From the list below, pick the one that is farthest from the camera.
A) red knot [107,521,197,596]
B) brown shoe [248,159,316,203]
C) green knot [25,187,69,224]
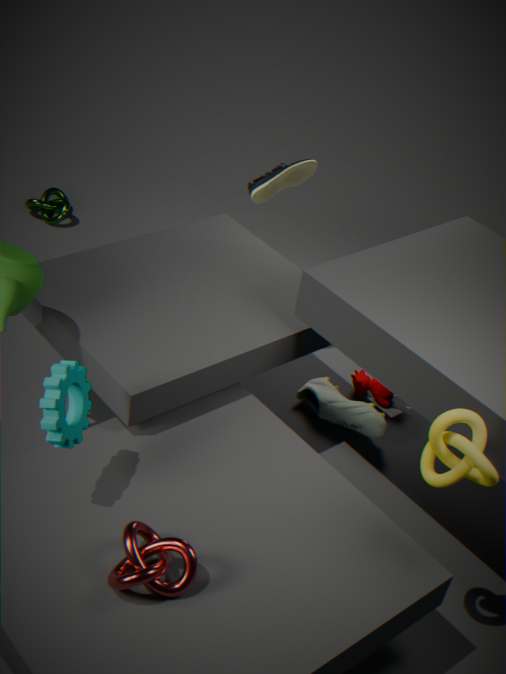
green knot [25,187,69,224]
